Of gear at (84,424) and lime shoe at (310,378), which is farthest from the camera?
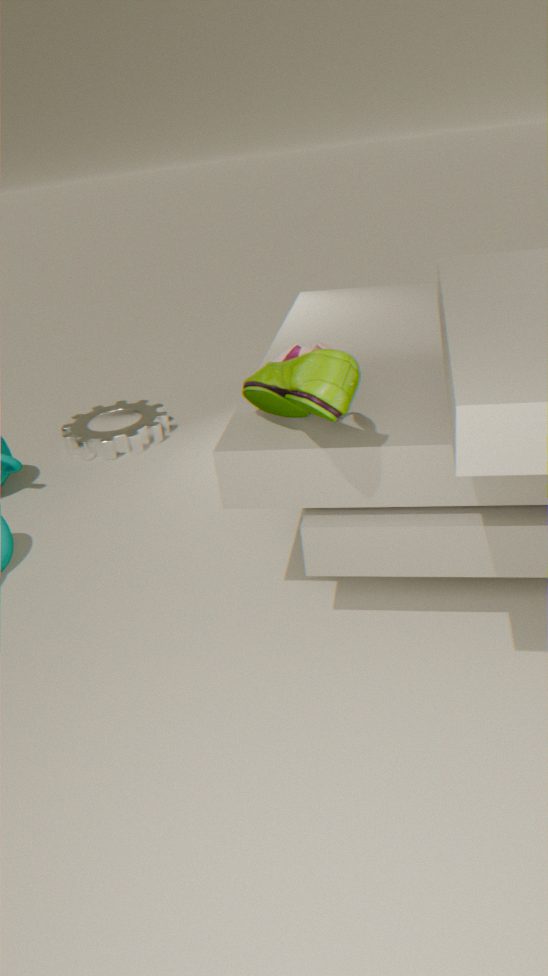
gear at (84,424)
